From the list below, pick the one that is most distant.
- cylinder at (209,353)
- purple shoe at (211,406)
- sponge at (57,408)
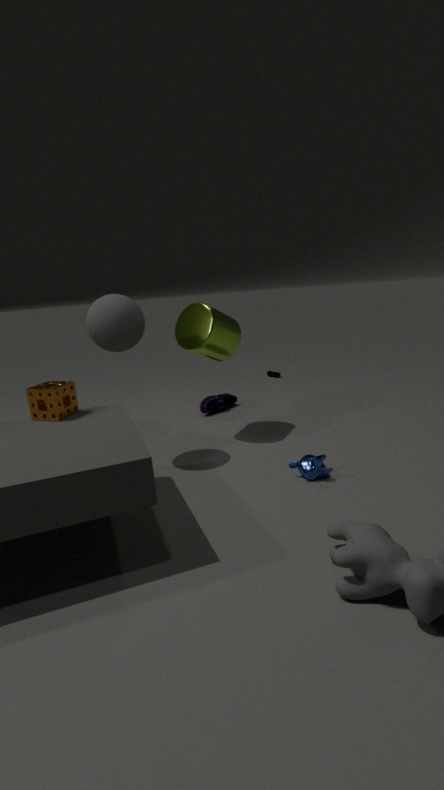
purple shoe at (211,406)
